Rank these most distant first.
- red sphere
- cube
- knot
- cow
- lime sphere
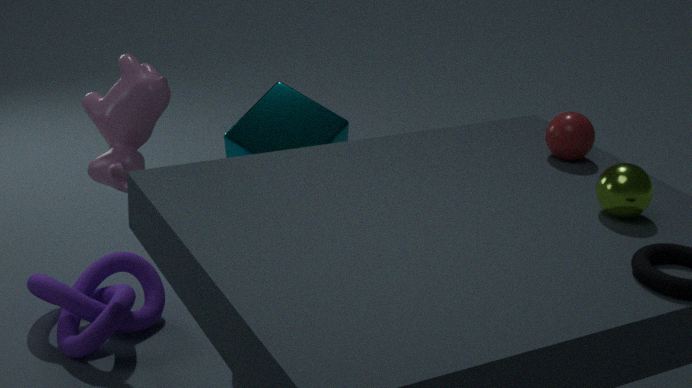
1. cube
2. knot
3. red sphere
4. cow
5. lime sphere
